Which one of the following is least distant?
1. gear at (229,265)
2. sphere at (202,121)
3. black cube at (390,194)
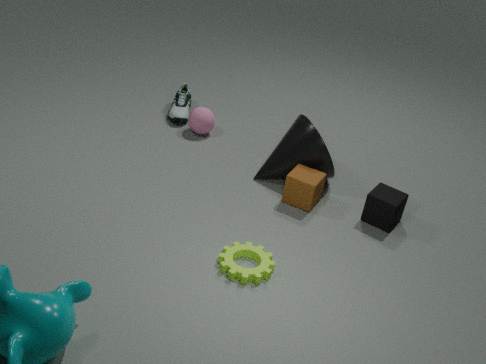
gear at (229,265)
